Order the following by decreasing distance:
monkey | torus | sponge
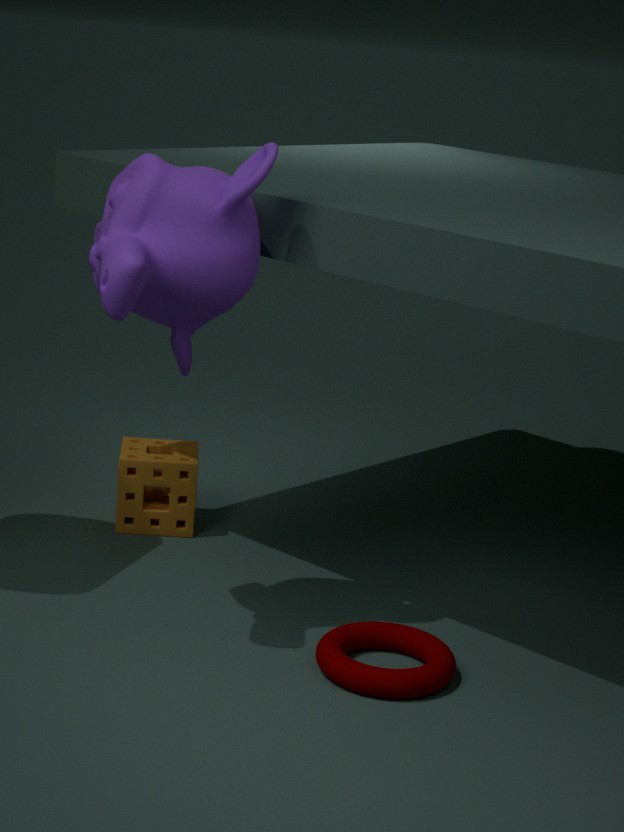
1. sponge
2. torus
3. monkey
